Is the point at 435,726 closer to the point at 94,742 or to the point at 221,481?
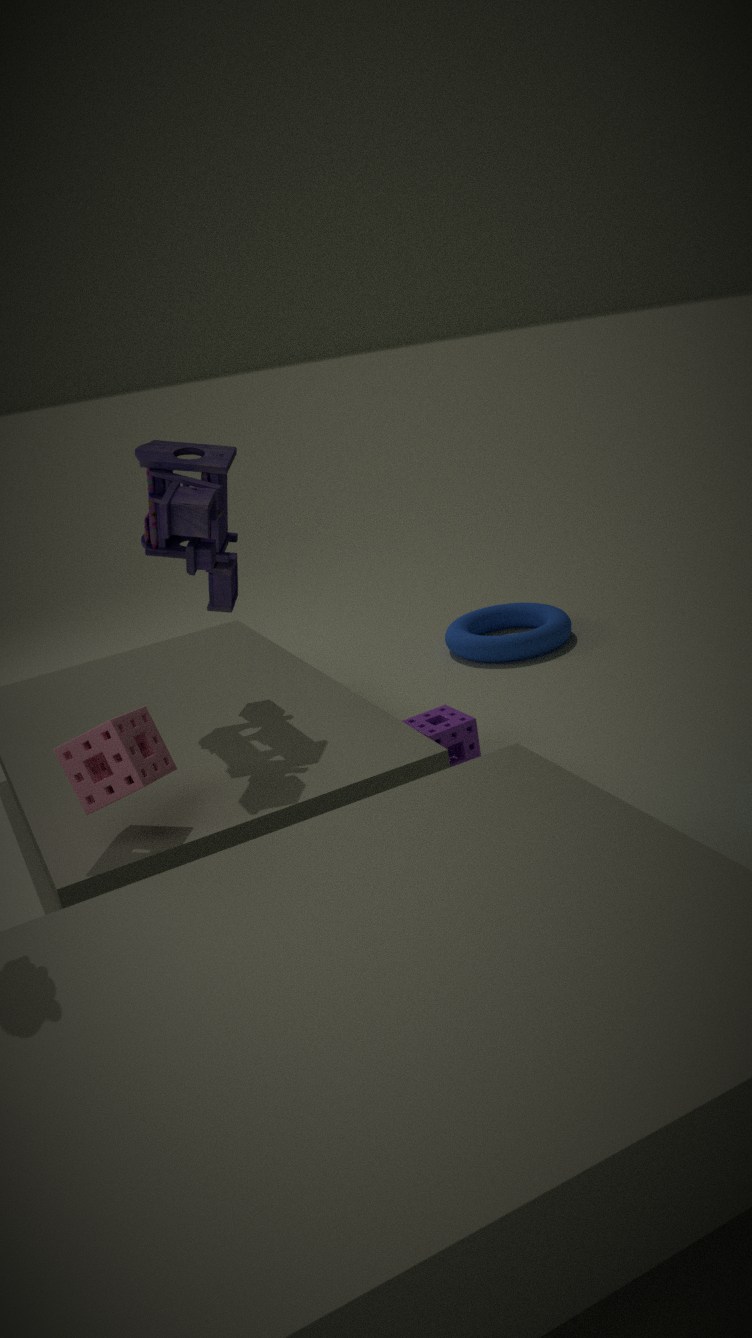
the point at 221,481
